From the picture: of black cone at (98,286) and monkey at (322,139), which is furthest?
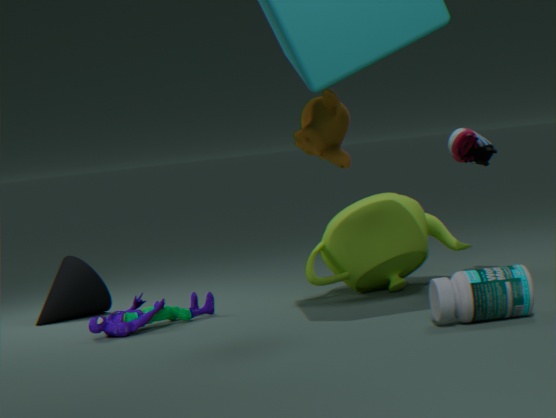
black cone at (98,286)
